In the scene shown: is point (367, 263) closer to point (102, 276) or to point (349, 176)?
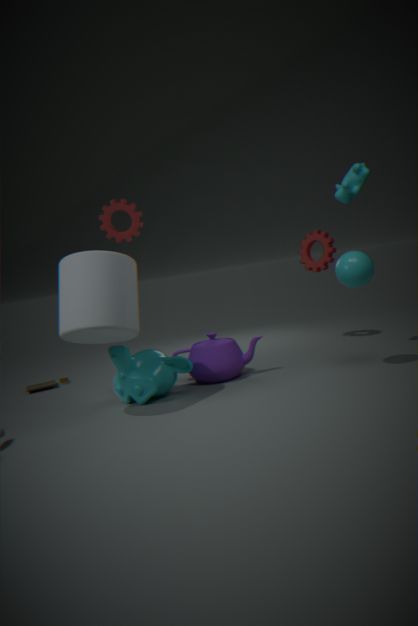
point (349, 176)
